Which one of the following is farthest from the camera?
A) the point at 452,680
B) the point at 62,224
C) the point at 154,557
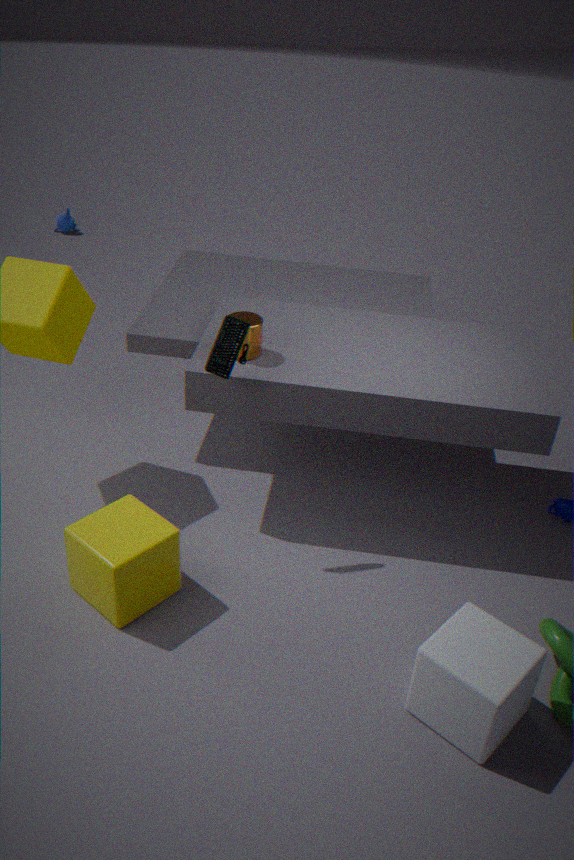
the point at 62,224
